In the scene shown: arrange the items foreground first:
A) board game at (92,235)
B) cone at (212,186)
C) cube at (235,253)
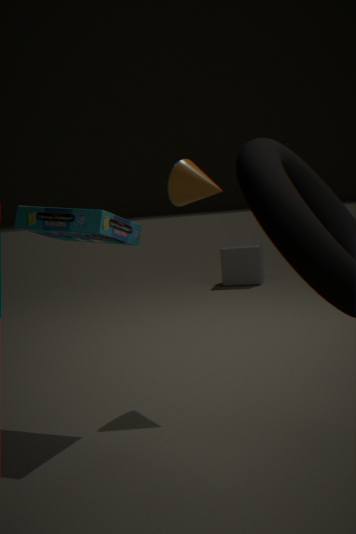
board game at (92,235), cone at (212,186), cube at (235,253)
